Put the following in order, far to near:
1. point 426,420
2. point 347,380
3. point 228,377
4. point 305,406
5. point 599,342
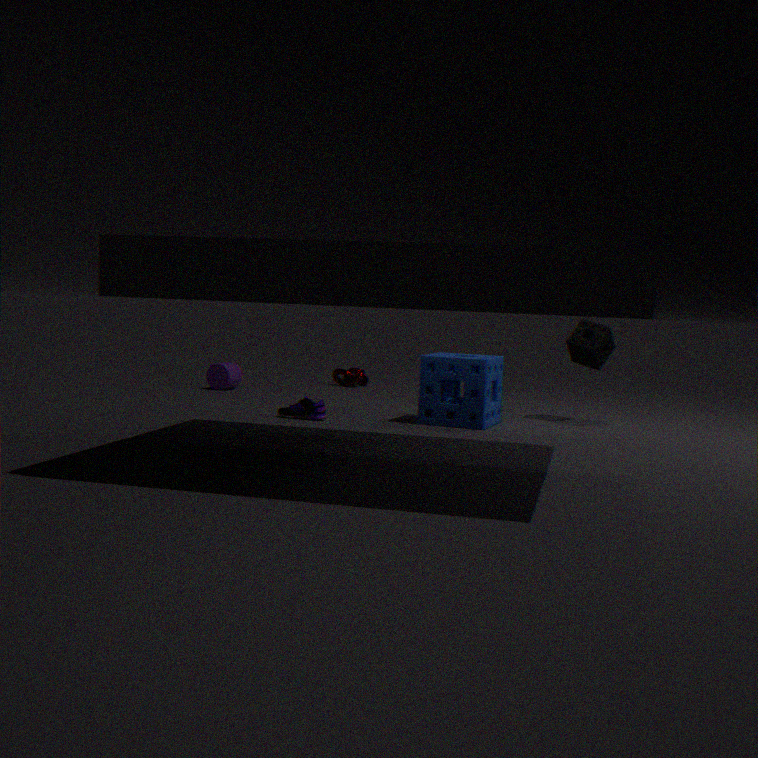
1. point 347,380
2. point 228,377
3. point 599,342
4. point 305,406
5. point 426,420
